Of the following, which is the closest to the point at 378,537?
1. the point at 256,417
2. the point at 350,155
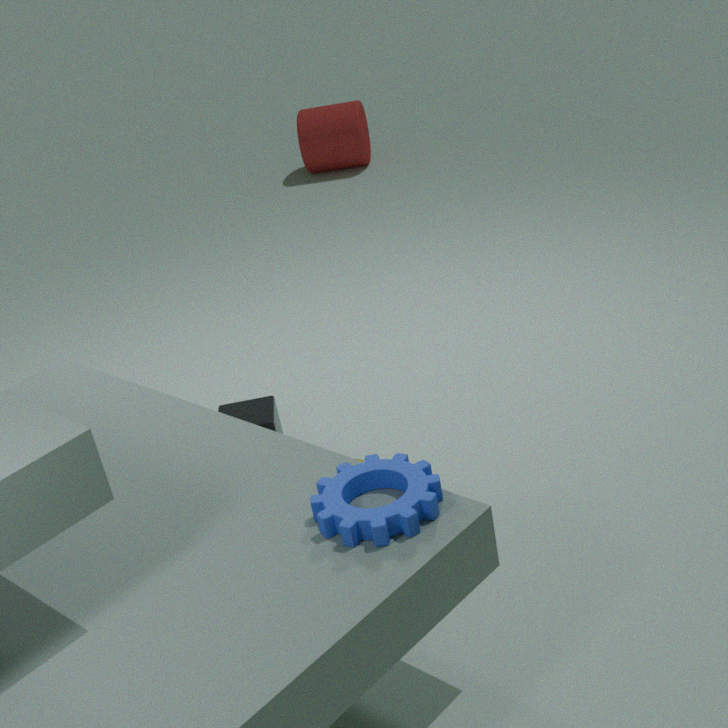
the point at 256,417
